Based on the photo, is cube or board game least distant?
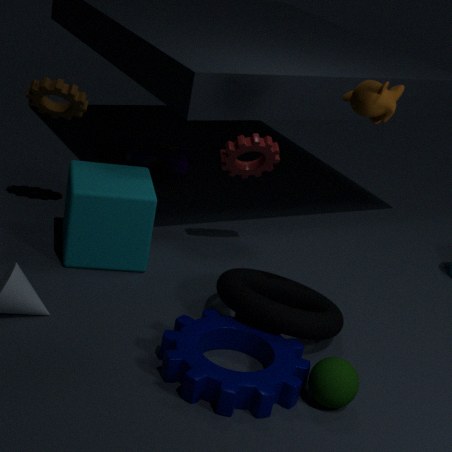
cube
